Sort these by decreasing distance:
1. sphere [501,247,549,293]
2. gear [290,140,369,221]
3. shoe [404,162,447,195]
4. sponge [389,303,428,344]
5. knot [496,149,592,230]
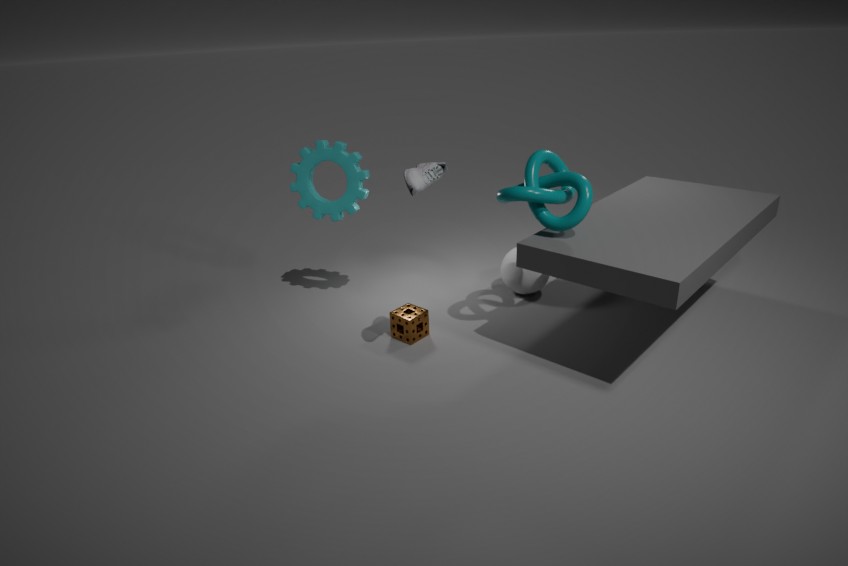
sphere [501,247,549,293] → gear [290,140,369,221] → sponge [389,303,428,344] → knot [496,149,592,230] → shoe [404,162,447,195]
